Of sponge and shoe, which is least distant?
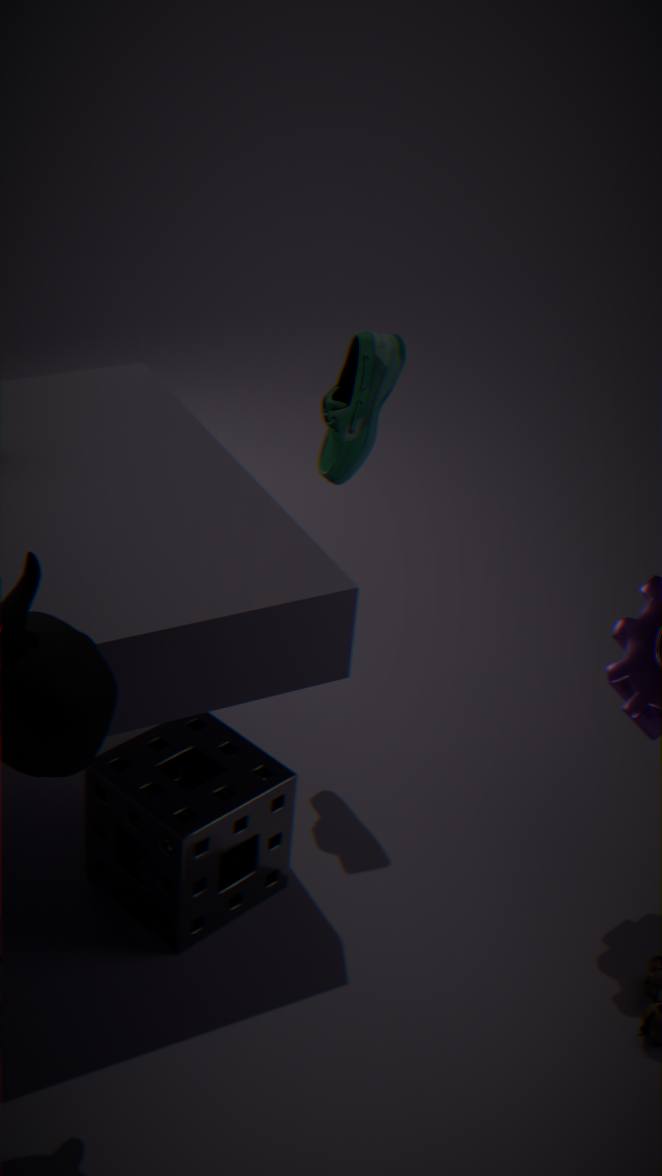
sponge
